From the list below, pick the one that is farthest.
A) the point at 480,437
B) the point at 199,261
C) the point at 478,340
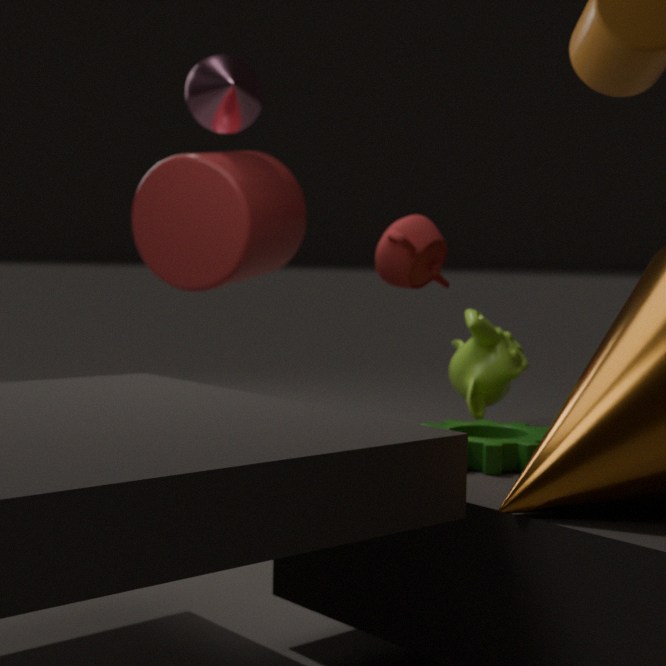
the point at 199,261
